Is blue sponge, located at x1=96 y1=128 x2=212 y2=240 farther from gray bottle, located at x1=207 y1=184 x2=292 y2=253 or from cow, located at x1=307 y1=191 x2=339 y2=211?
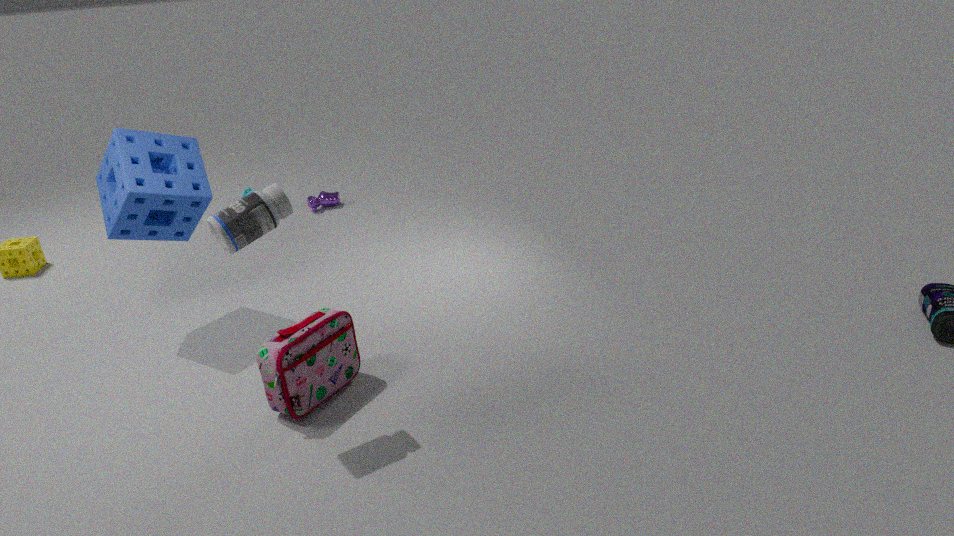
cow, located at x1=307 y1=191 x2=339 y2=211
